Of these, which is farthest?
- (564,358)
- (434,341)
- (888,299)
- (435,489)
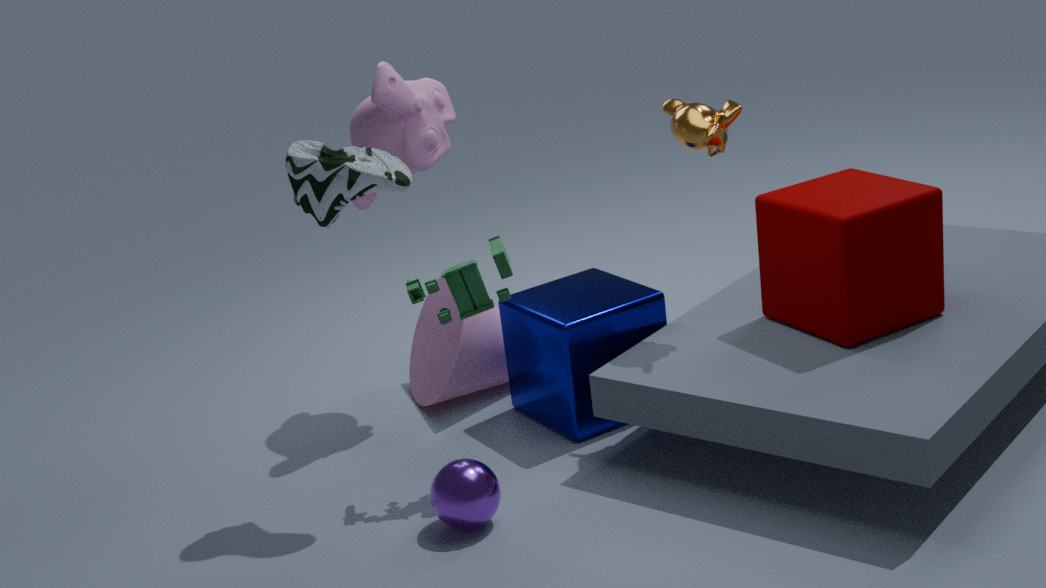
(434,341)
